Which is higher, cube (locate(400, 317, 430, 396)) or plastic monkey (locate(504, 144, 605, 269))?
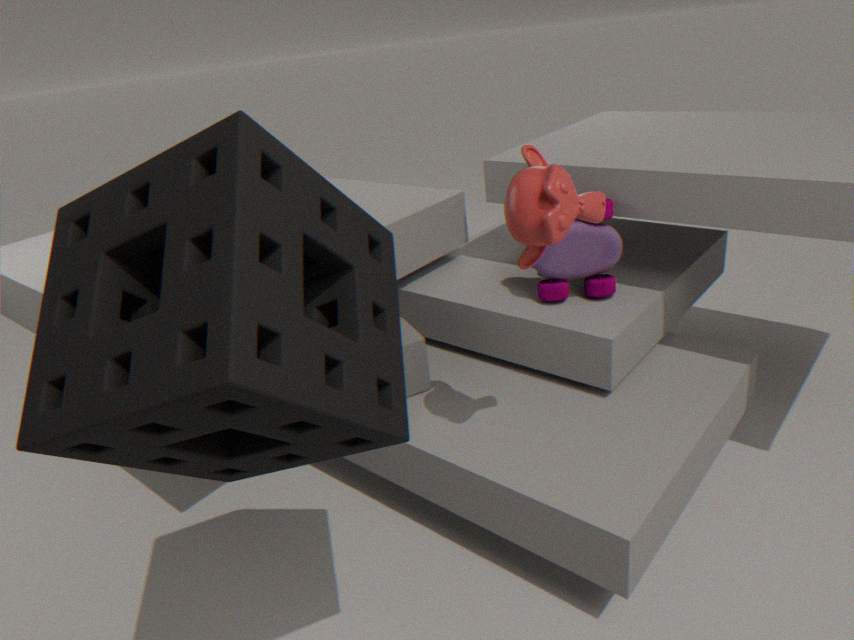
plastic monkey (locate(504, 144, 605, 269))
